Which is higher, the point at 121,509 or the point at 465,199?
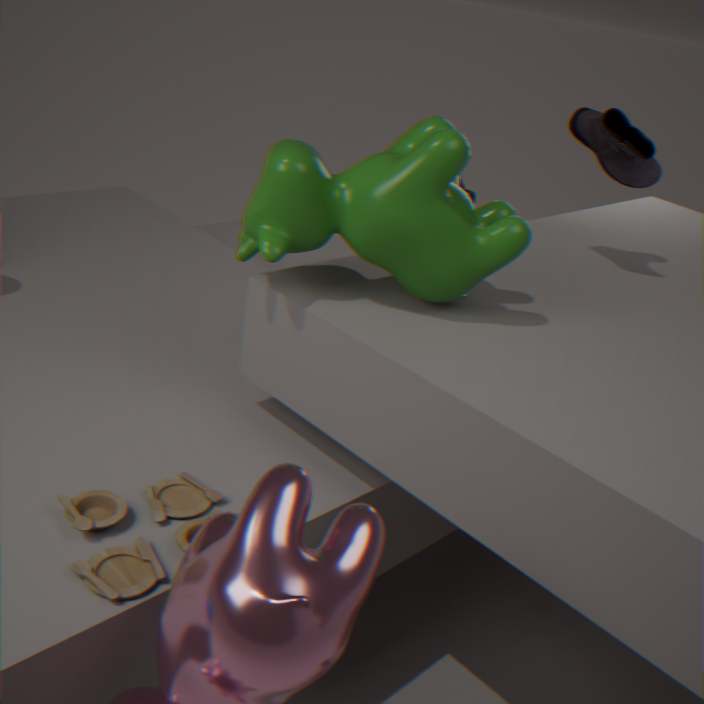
the point at 465,199
